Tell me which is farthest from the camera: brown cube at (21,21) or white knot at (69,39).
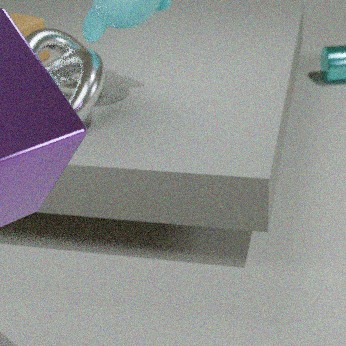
brown cube at (21,21)
